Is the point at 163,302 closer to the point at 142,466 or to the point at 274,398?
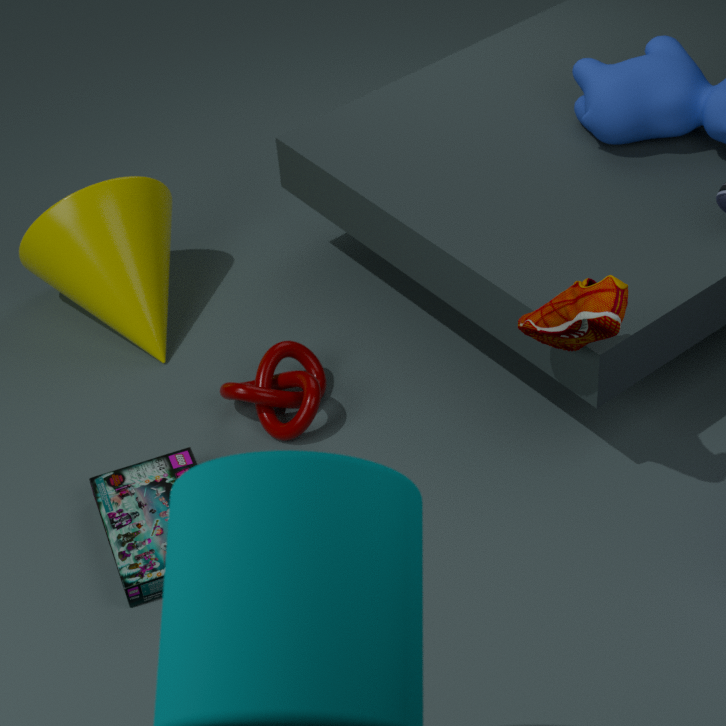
the point at 274,398
